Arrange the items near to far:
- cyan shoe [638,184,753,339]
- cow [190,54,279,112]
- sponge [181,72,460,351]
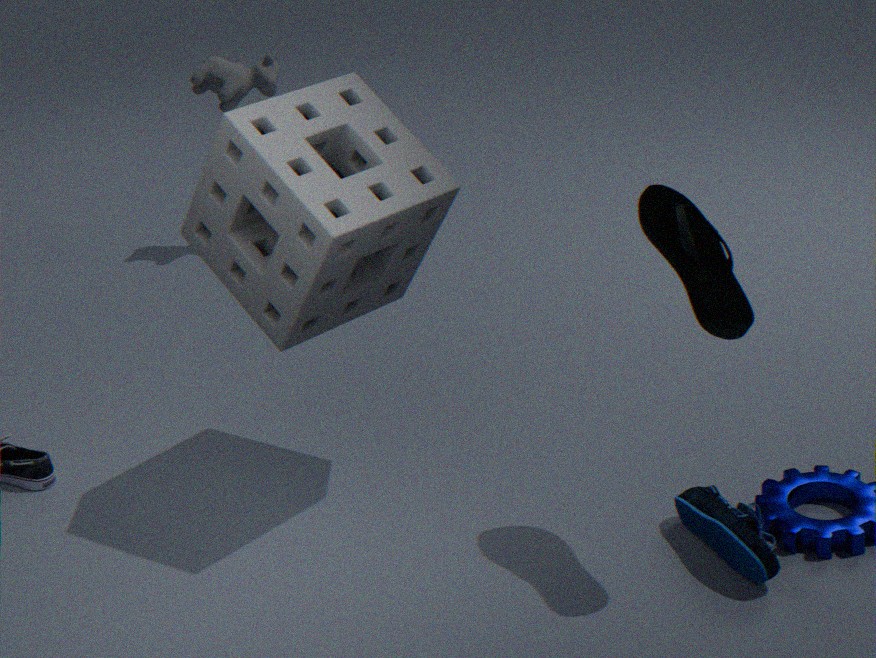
1. cyan shoe [638,184,753,339]
2. sponge [181,72,460,351]
3. cow [190,54,279,112]
